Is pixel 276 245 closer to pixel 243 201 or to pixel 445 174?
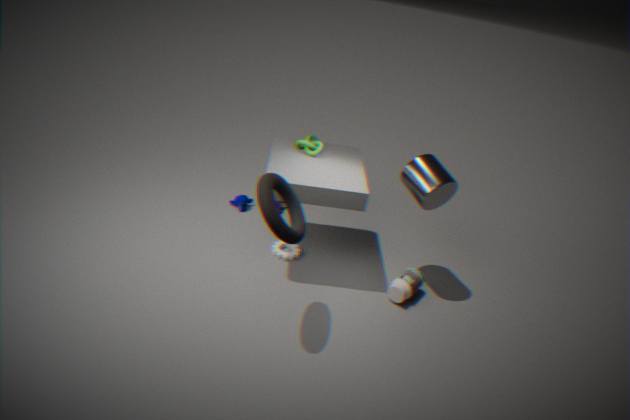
pixel 243 201
